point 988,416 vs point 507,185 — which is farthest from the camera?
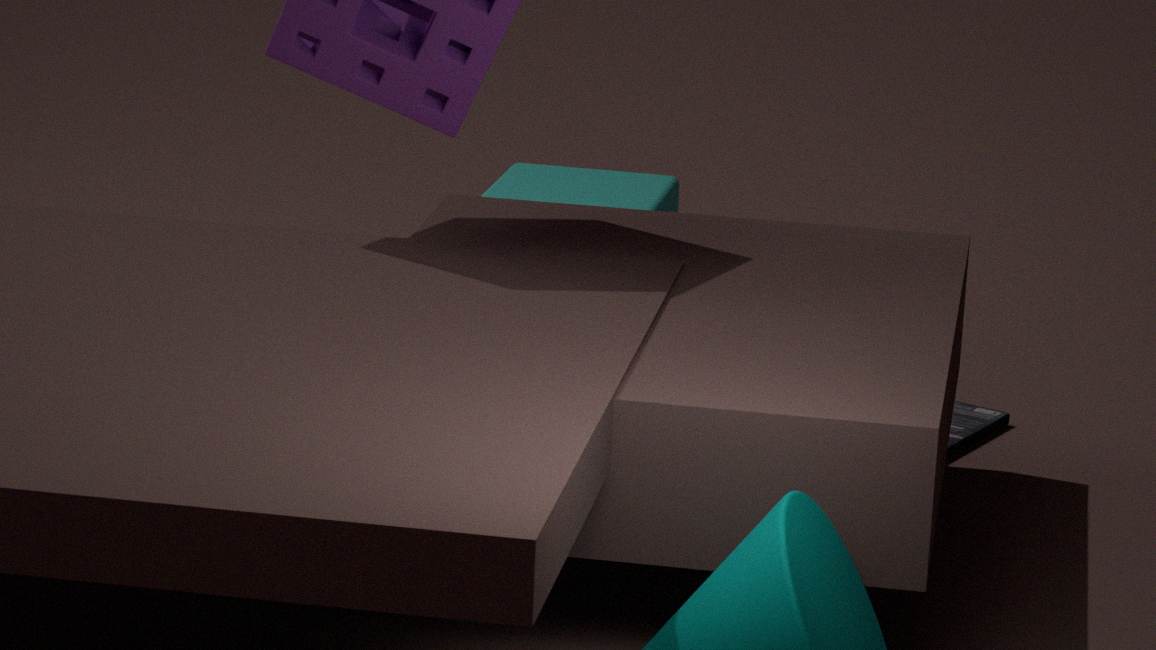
point 507,185
